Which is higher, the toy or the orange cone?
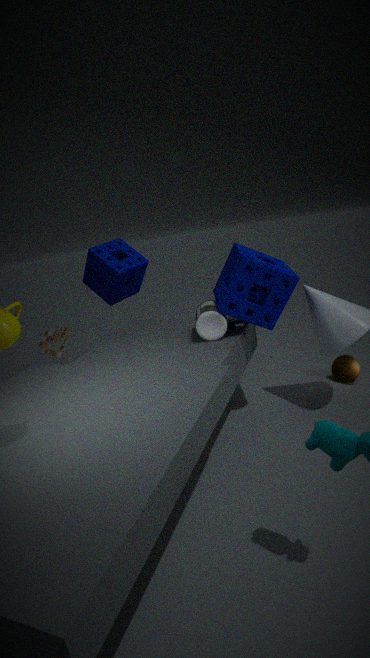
the toy
